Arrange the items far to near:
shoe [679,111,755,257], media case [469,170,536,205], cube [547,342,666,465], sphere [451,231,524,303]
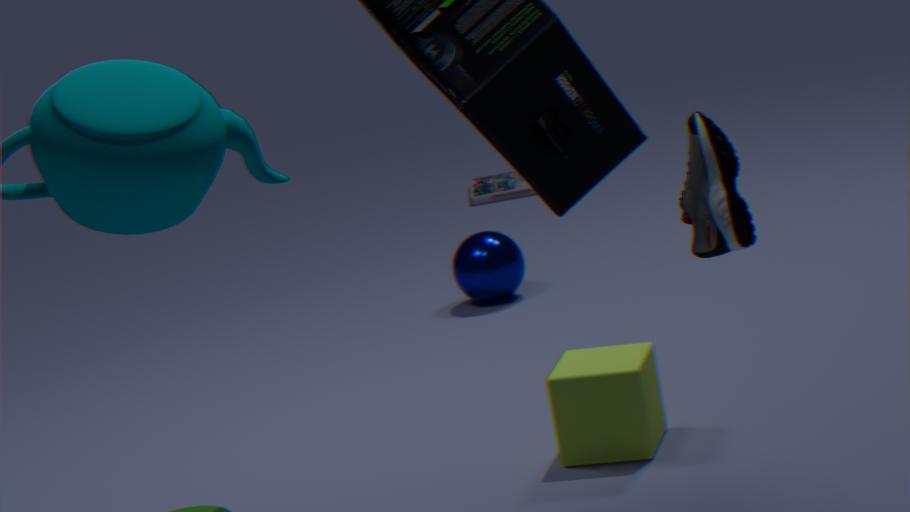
media case [469,170,536,205] < sphere [451,231,524,303] < cube [547,342,666,465] < shoe [679,111,755,257]
